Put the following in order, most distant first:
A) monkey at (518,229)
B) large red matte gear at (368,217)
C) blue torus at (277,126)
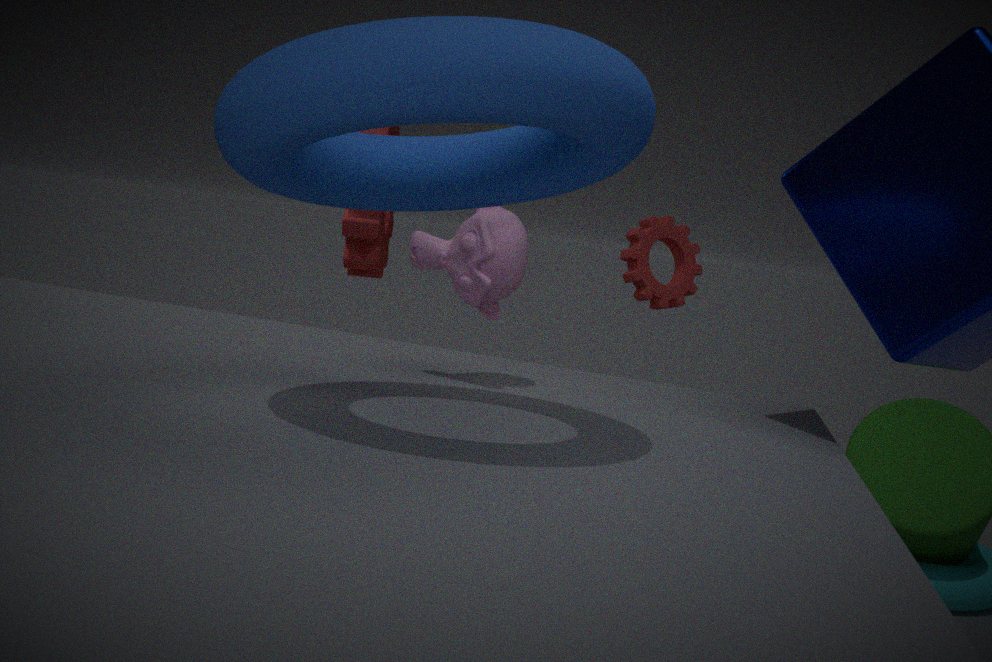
1. large red matte gear at (368,217)
2. monkey at (518,229)
3. blue torus at (277,126)
